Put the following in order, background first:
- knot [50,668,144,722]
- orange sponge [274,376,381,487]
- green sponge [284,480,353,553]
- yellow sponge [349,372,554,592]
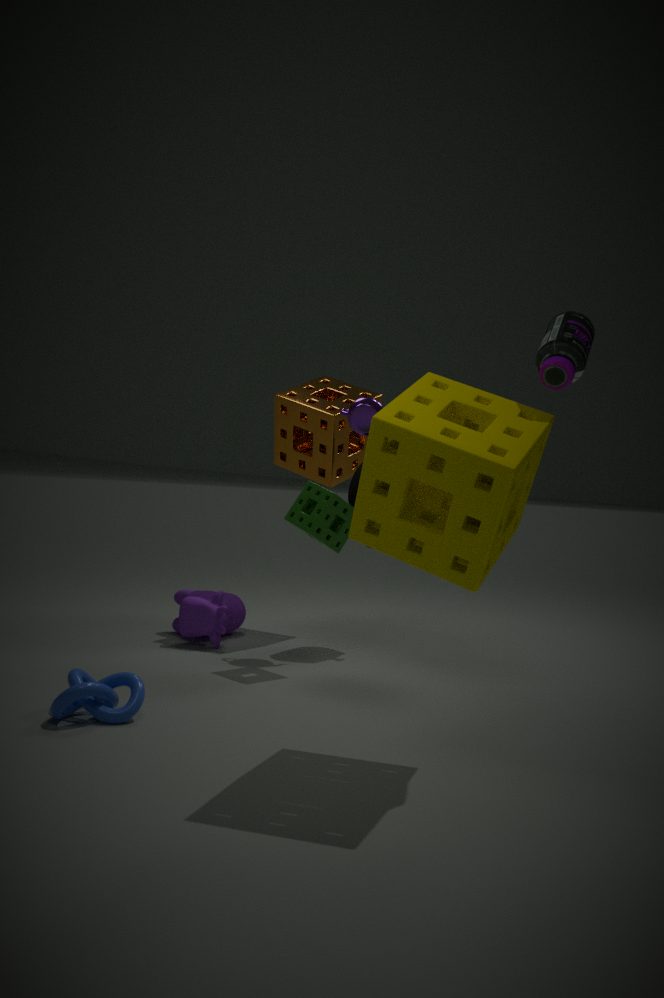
orange sponge [274,376,381,487] < green sponge [284,480,353,553] < knot [50,668,144,722] < yellow sponge [349,372,554,592]
